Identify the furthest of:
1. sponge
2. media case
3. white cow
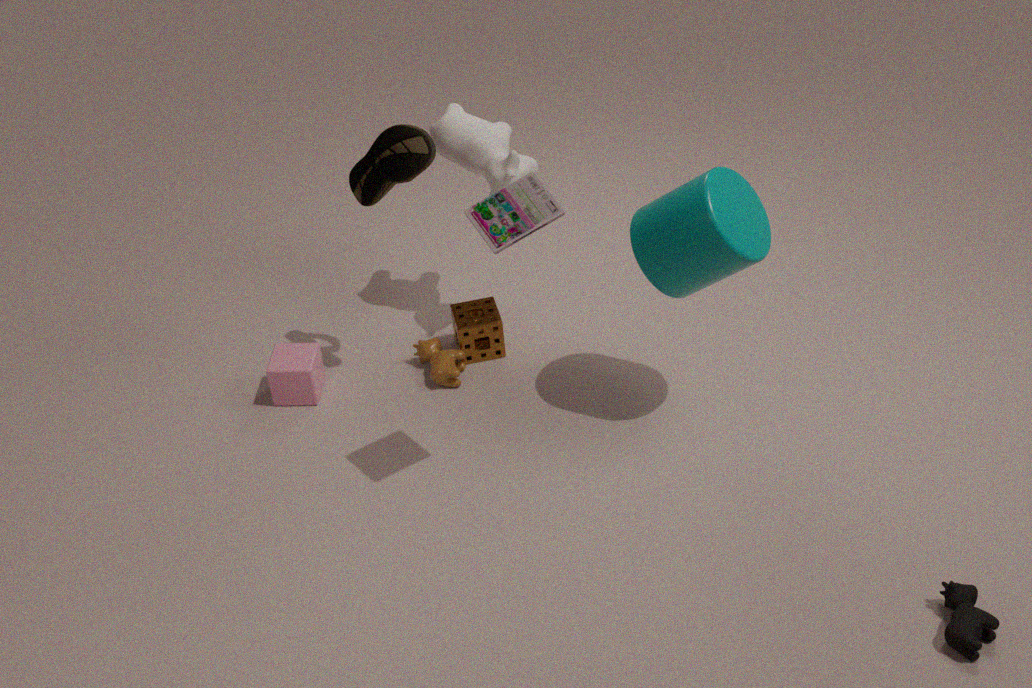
sponge
